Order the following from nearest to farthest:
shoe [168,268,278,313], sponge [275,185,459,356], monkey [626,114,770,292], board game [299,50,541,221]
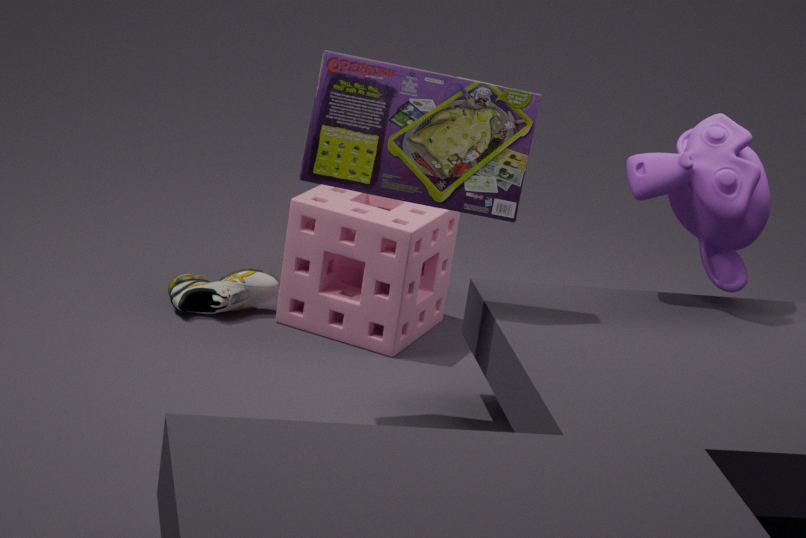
board game [299,50,541,221], monkey [626,114,770,292], sponge [275,185,459,356], shoe [168,268,278,313]
